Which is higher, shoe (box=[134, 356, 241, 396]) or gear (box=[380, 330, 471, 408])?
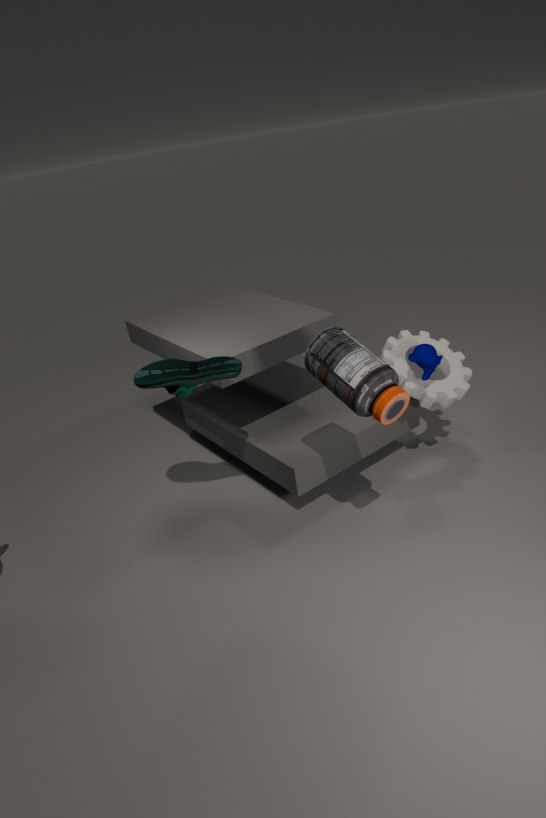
shoe (box=[134, 356, 241, 396])
